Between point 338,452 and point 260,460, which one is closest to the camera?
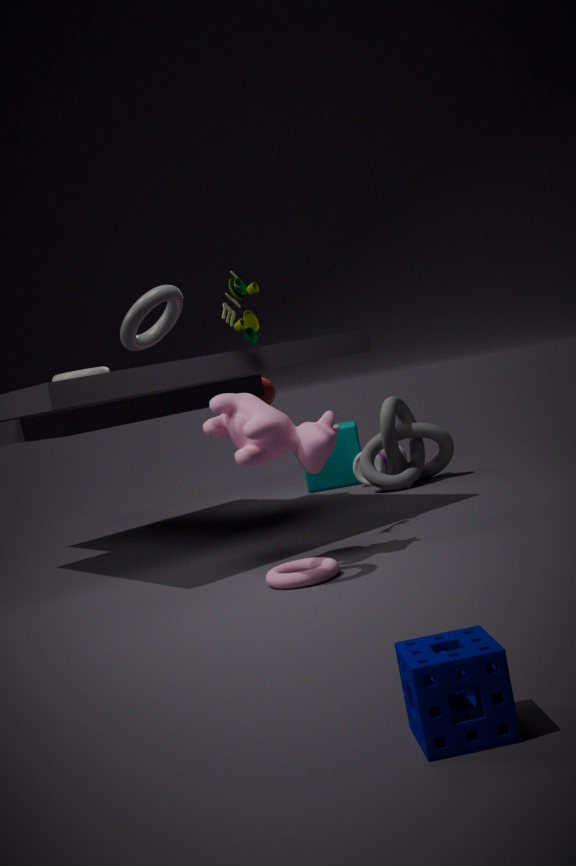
point 260,460
